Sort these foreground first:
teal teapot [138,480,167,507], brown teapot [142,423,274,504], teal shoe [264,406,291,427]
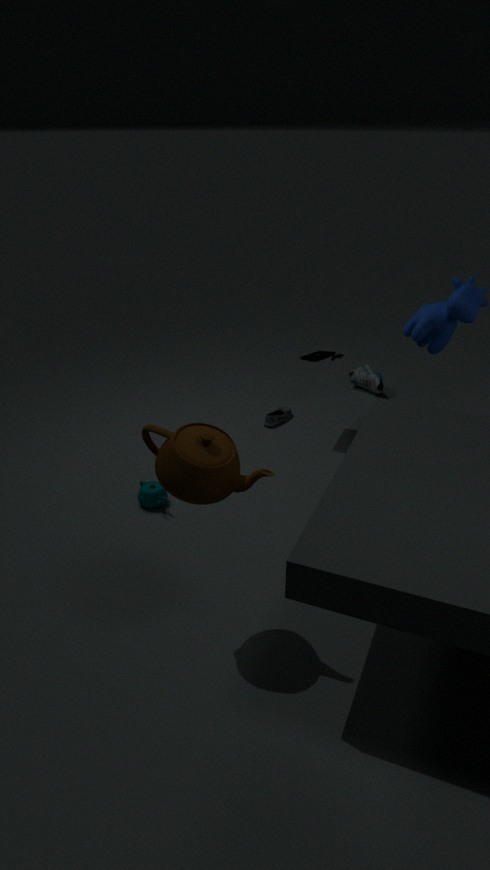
1. brown teapot [142,423,274,504]
2. teal teapot [138,480,167,507]
3. teal shoe [264,406,291,427]
